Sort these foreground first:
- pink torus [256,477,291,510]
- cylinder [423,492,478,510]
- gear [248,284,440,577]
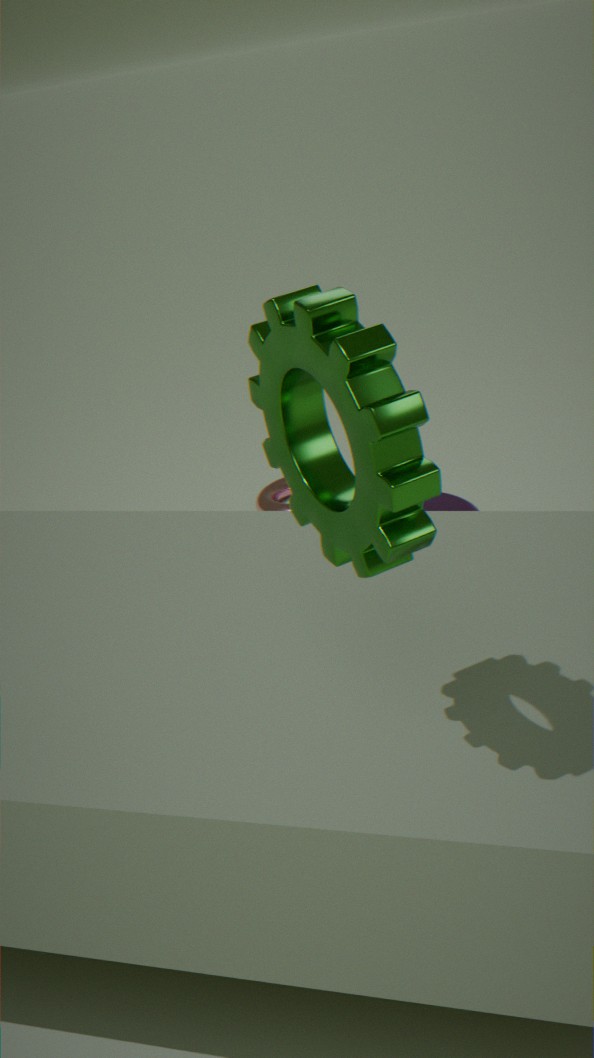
gear [248,284,440,577] < cylinder [423,492,478,510] < pink torus [256,477,291,510]
